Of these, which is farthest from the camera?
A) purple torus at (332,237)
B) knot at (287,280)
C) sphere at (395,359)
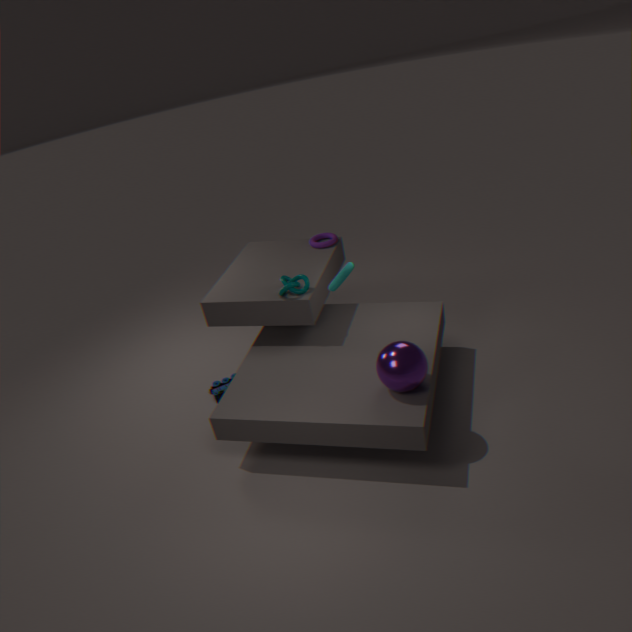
purple torus at (332,237)
